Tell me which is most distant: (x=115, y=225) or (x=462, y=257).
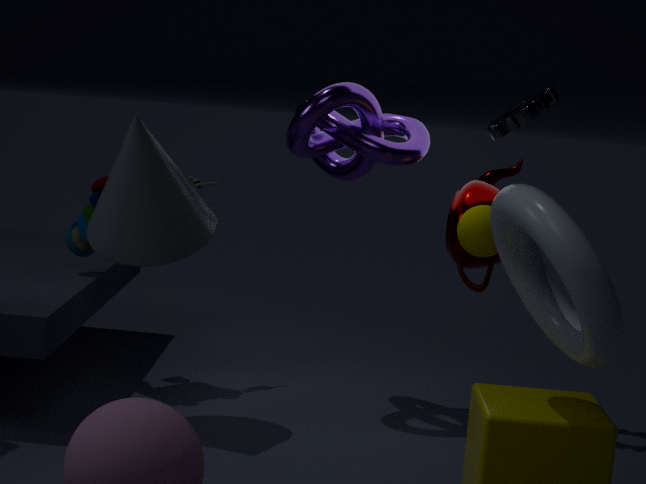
(x=462, y=257)
